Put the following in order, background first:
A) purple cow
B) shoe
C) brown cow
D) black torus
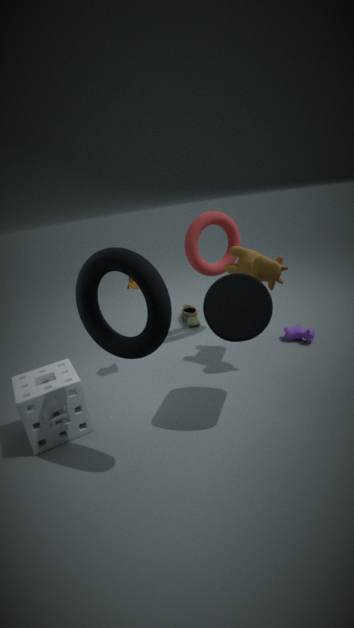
1. shoe
2. purple cow
3. brown cow
4. black torus
